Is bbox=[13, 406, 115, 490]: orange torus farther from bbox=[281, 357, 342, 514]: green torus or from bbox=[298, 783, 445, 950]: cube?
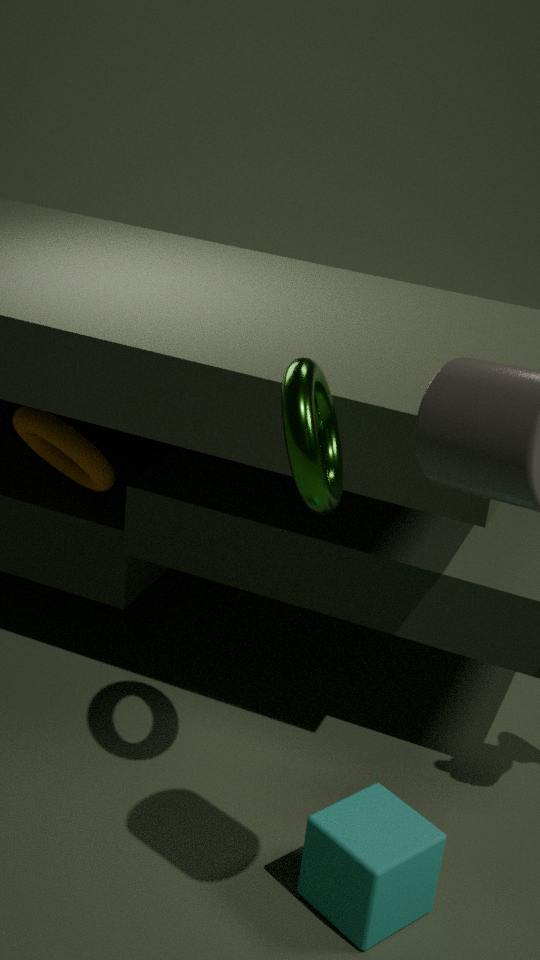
bbox=[298, 783, 445, 950]: cube
